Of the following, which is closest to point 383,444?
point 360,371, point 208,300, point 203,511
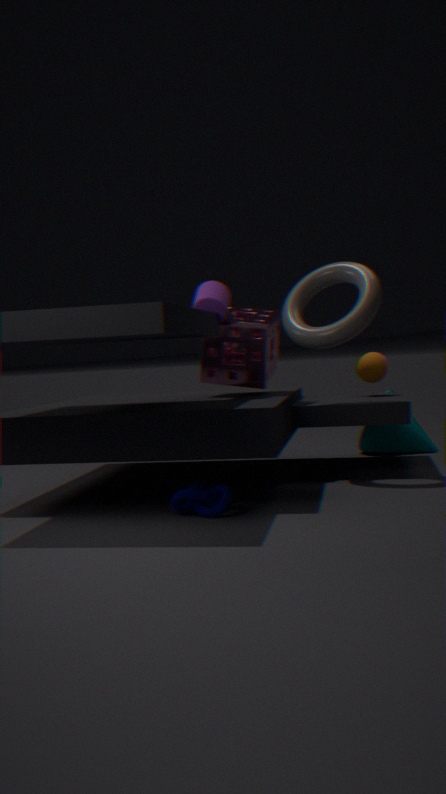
point 360,371
